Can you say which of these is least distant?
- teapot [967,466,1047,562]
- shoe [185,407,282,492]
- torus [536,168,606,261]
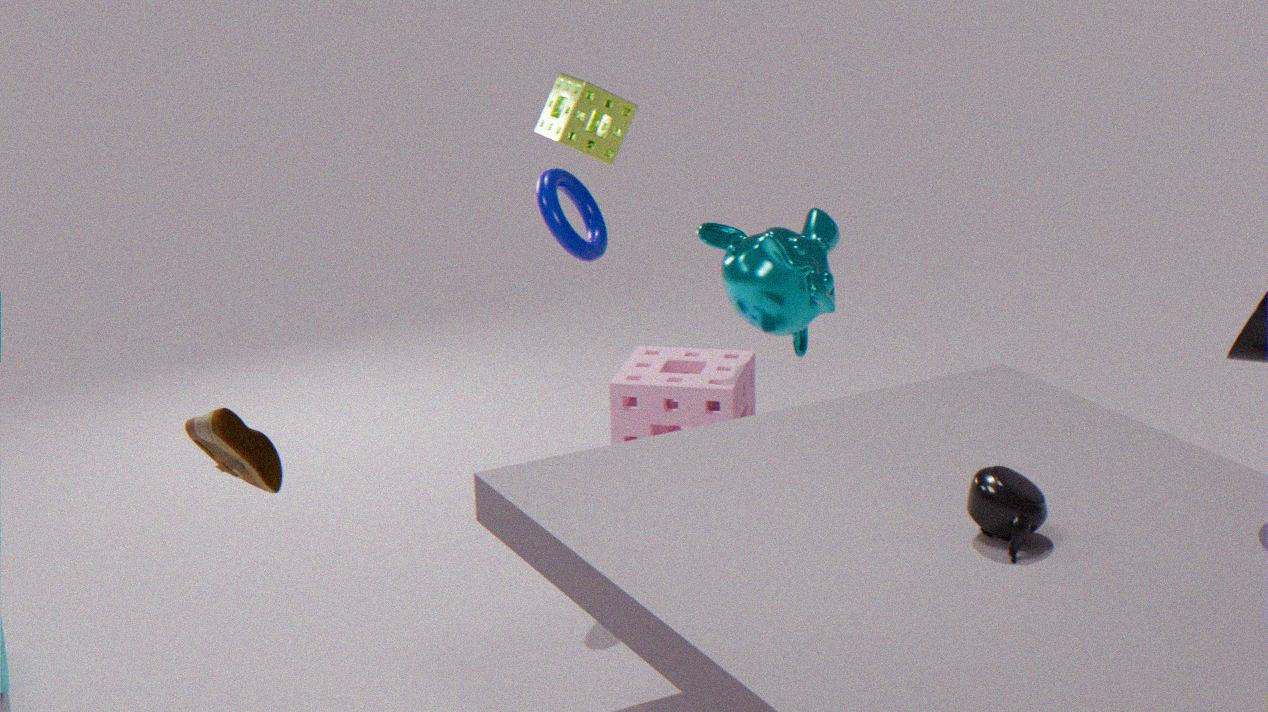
shoe [185,407,282,492]
